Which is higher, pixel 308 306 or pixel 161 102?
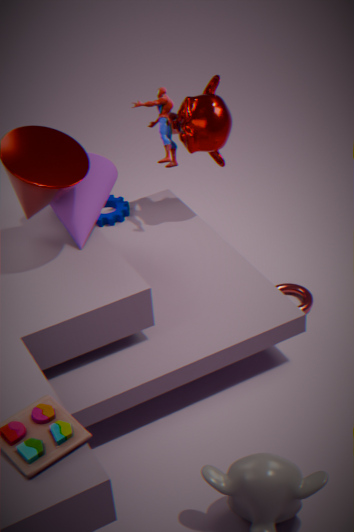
pixel 161 102
